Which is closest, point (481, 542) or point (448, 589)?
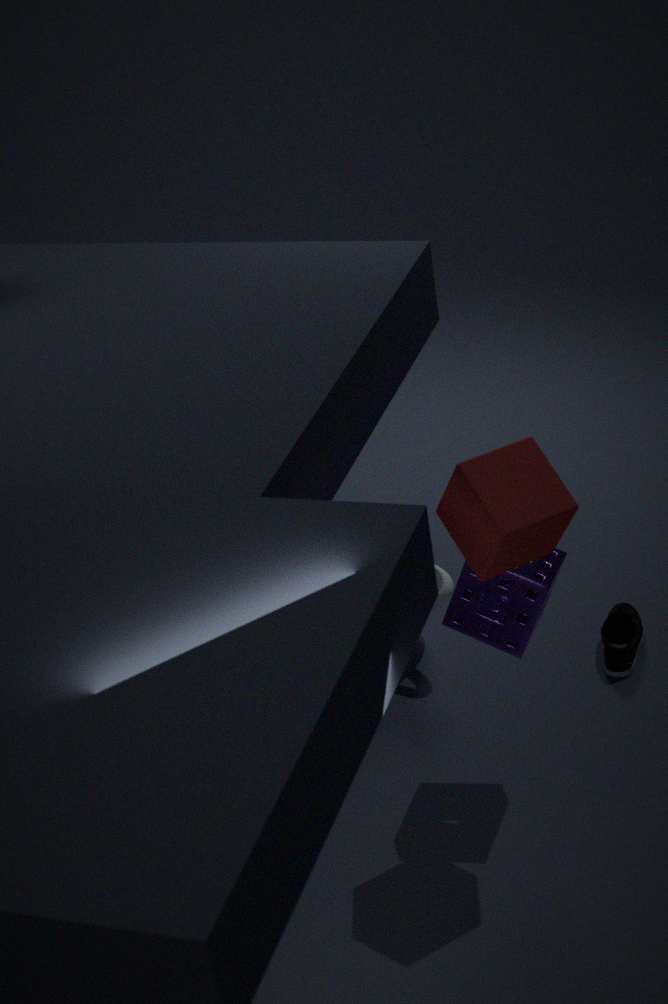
point (481, 542)
